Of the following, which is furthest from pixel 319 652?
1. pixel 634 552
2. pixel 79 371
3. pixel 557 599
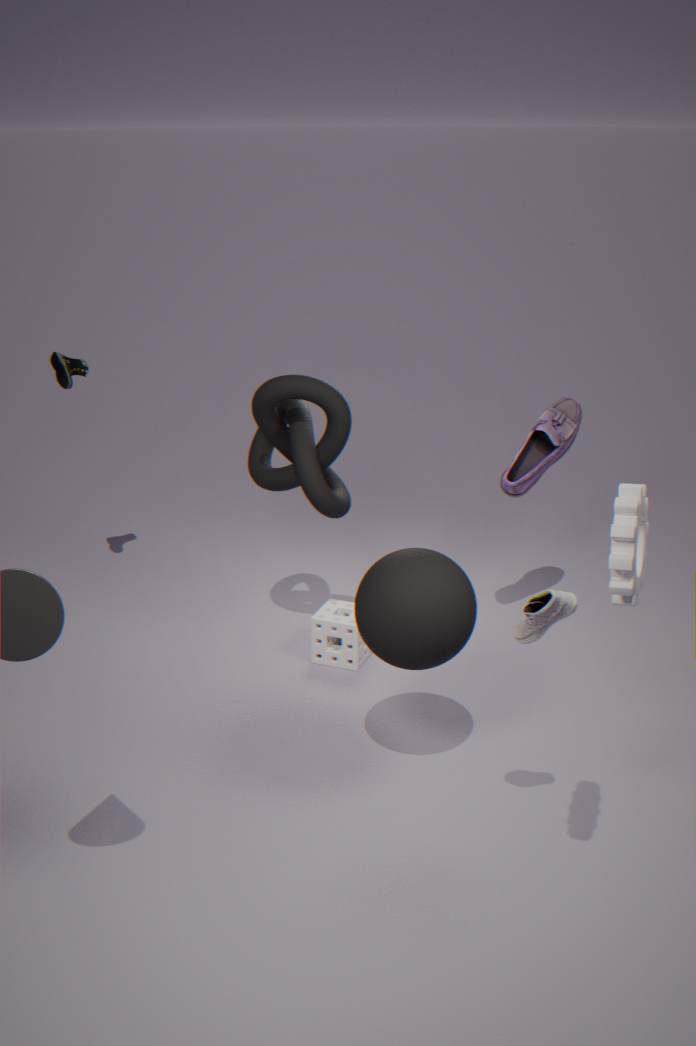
pixel 634 552
